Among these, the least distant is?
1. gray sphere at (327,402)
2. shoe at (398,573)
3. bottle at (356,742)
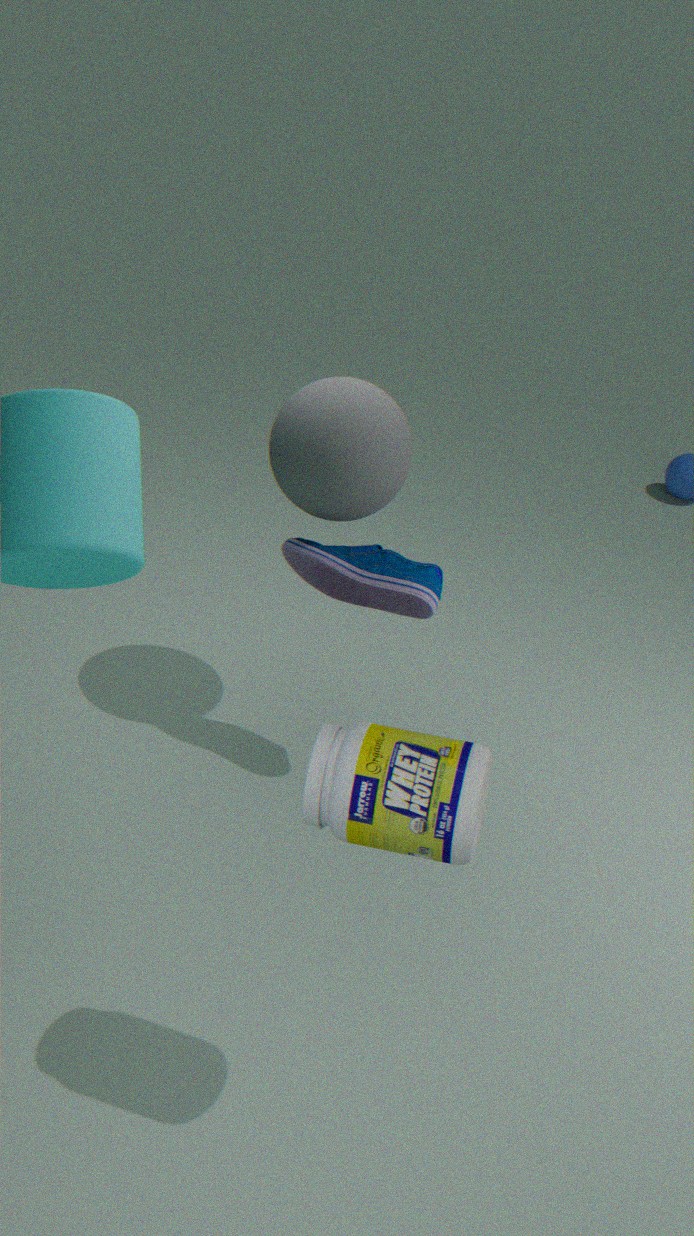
bottle at (356,742)
